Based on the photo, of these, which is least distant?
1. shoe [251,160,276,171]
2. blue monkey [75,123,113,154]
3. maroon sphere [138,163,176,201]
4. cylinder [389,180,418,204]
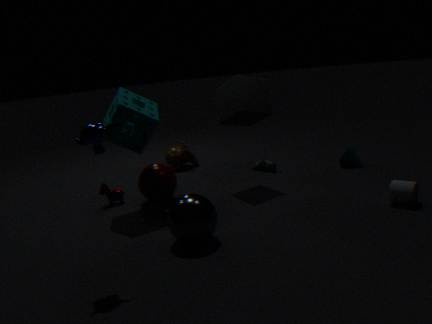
blue monkey [75,123,113,154]
